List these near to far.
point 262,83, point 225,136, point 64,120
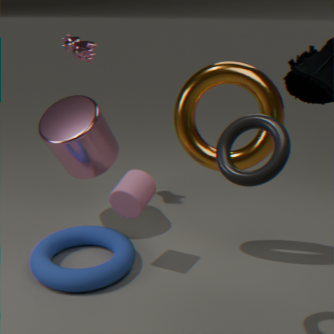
1. point 225,136
2. point 262,83
3. point 64,120
